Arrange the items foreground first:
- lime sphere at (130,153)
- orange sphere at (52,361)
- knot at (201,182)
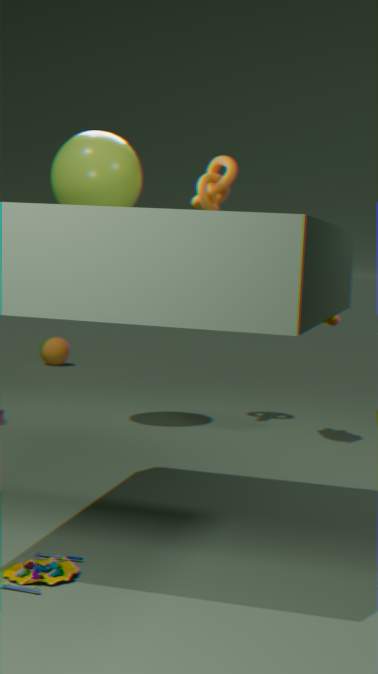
1. lime sphere at (130,153)
2. knot at (201,182)
3. orange sphere at (52,361)
